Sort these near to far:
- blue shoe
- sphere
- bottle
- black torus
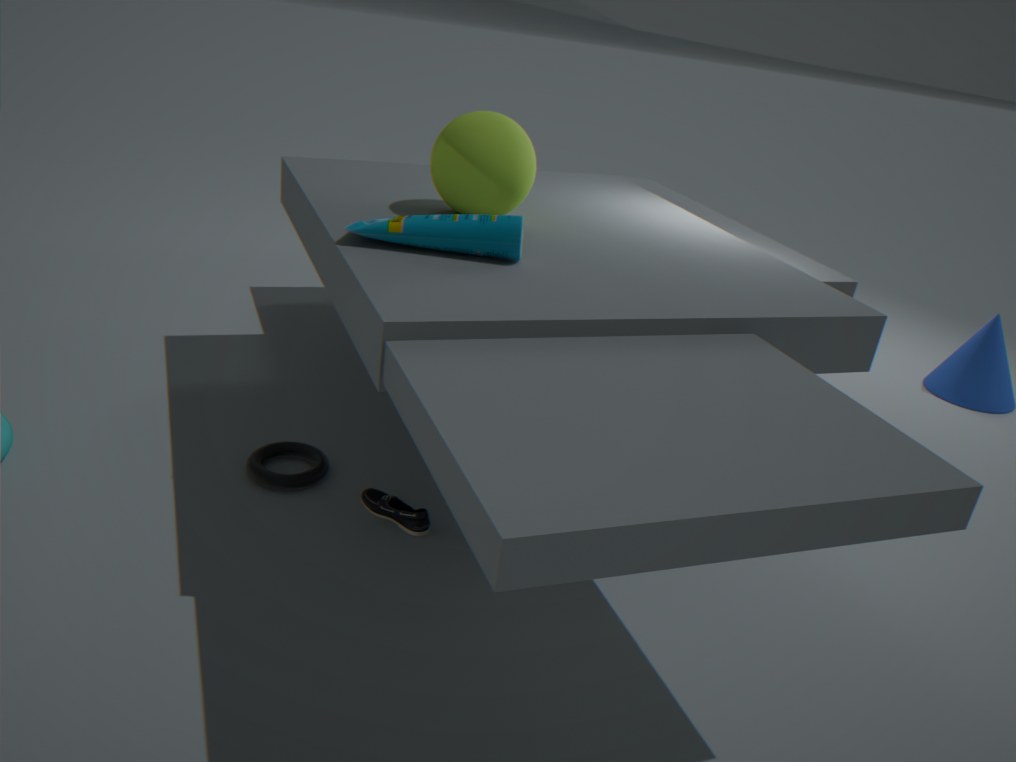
bottle
blue shoe
black torus
sphere
